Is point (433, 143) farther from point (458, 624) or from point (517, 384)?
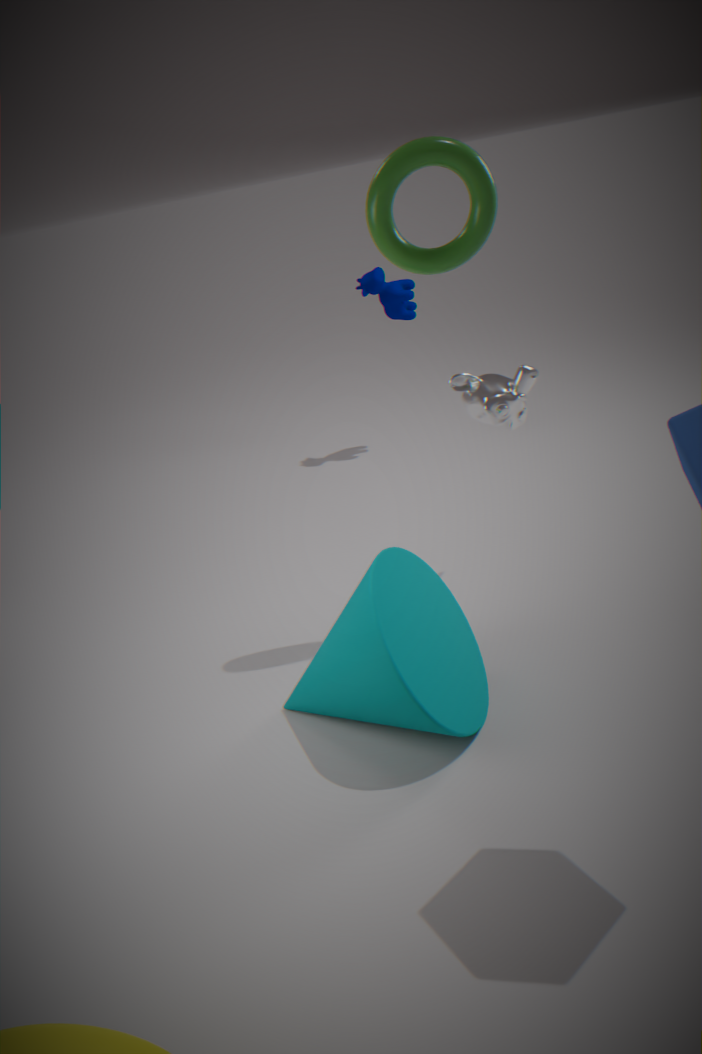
point (458, 624)
